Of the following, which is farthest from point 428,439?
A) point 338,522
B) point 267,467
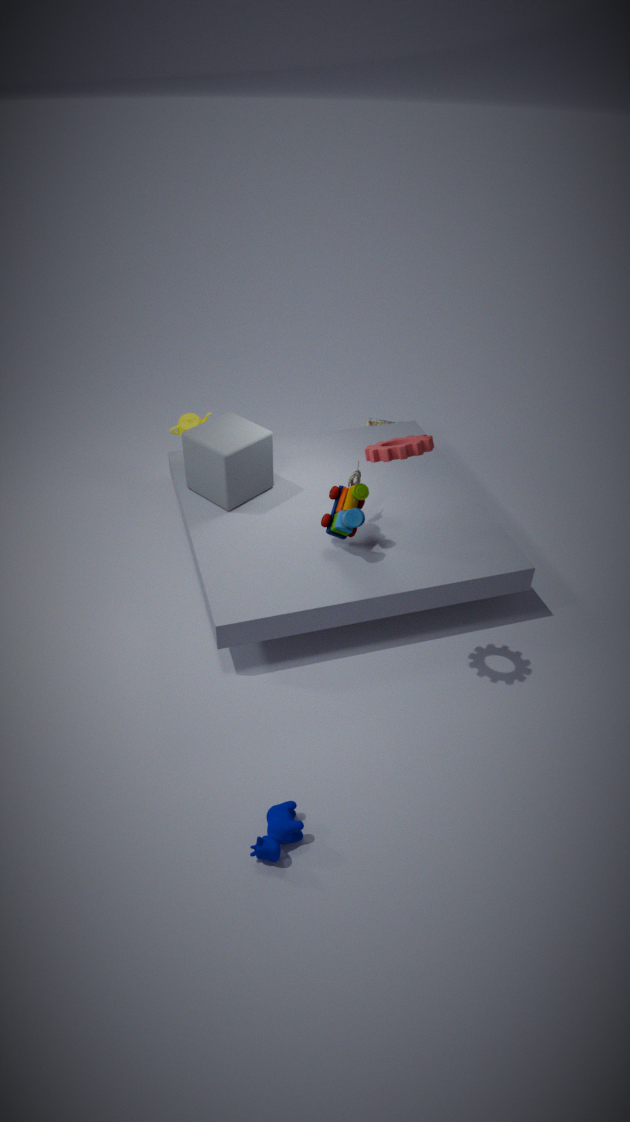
point 267,467
